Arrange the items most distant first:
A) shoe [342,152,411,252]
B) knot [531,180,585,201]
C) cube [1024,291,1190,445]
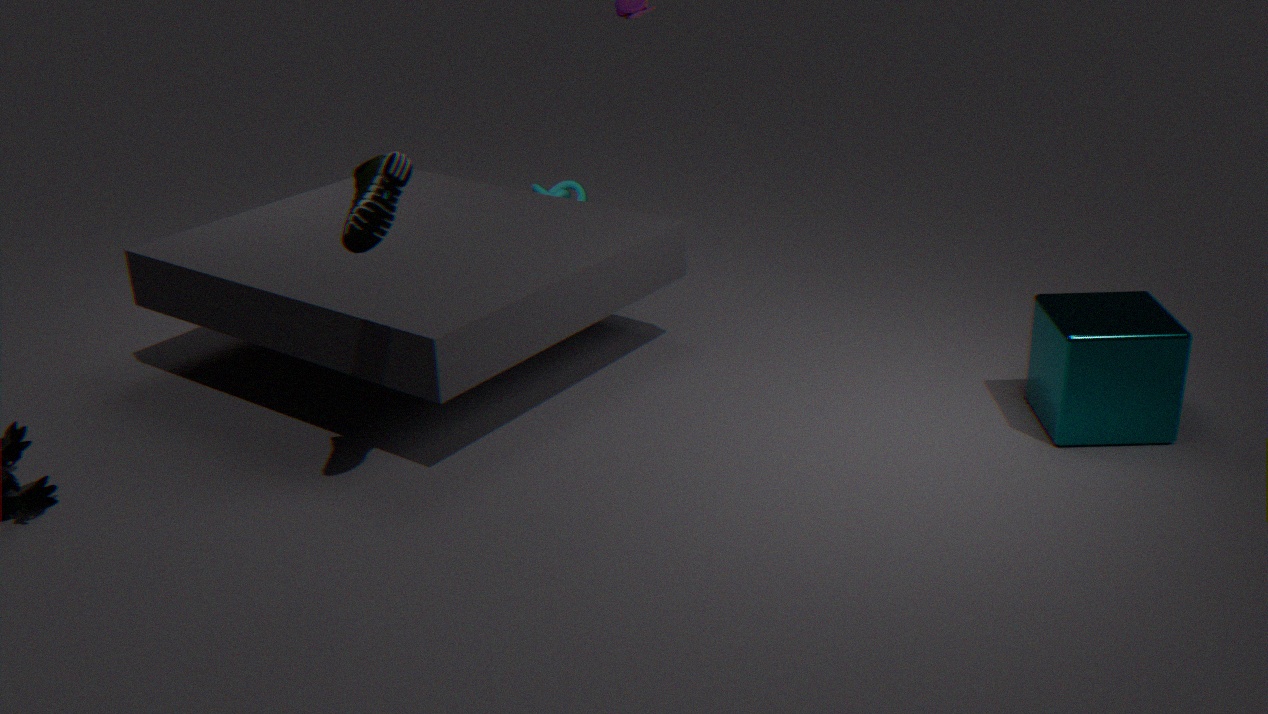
knot [531,180,585,201]
cube [1024,291,1190,445]
shoe [342,152,411,252]
